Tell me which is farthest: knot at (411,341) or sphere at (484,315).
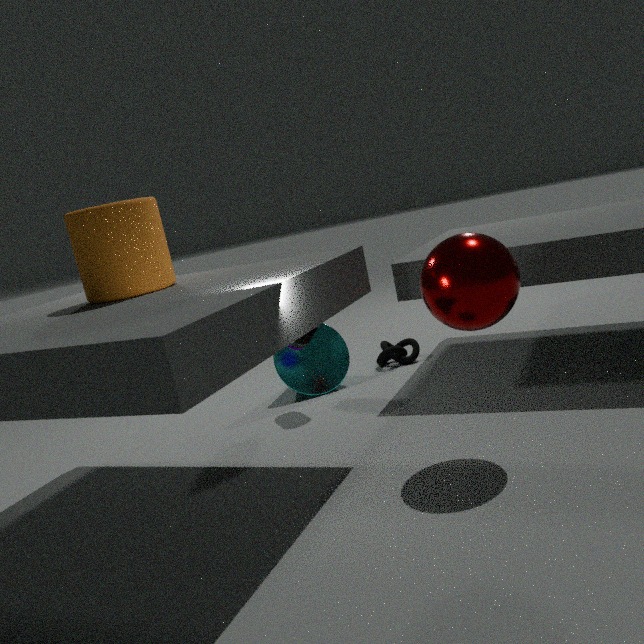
knot at (411,341)
